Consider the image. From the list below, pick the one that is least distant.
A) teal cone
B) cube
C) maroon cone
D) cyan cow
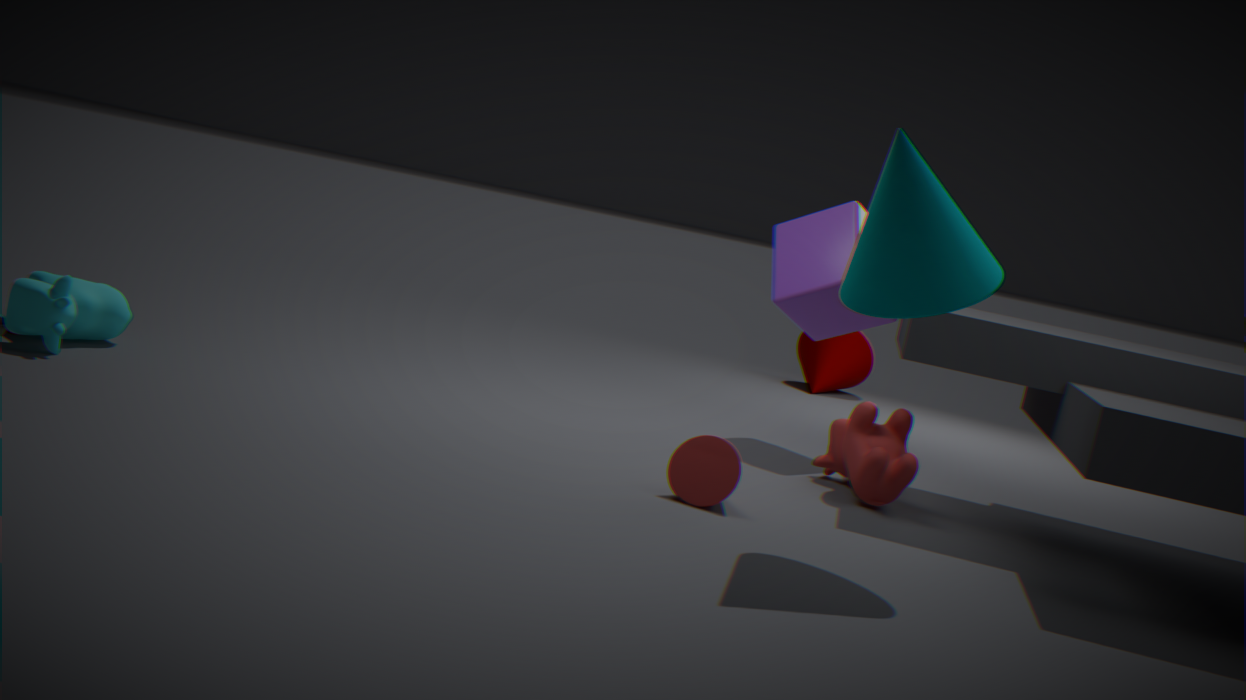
teal cone
